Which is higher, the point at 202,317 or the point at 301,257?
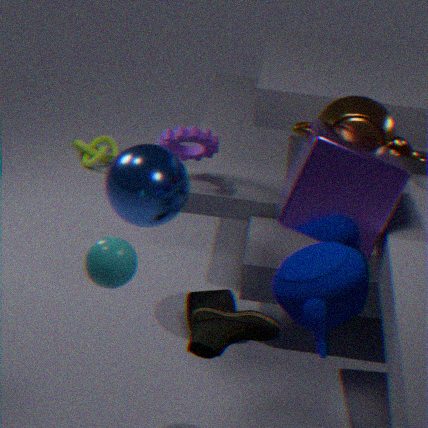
the point at 301,257
